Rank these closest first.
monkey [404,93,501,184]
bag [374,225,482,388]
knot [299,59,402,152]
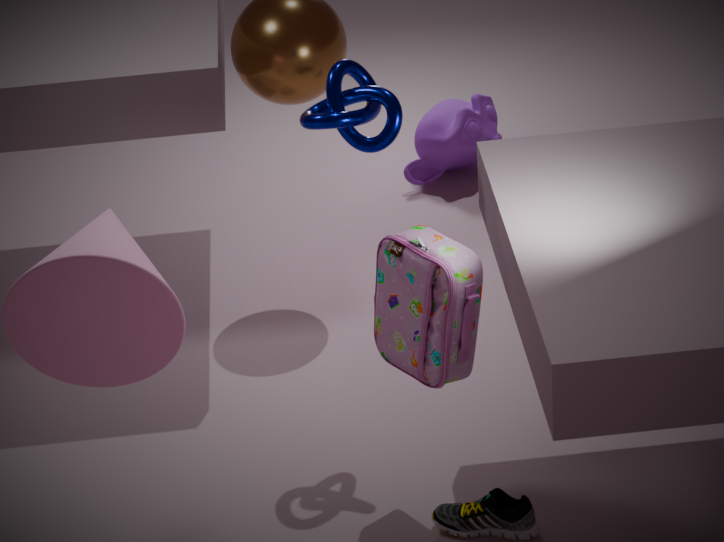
bag [374,225,482,388] → knot [299,59,402,152] → monkey [404,93,501,184]
